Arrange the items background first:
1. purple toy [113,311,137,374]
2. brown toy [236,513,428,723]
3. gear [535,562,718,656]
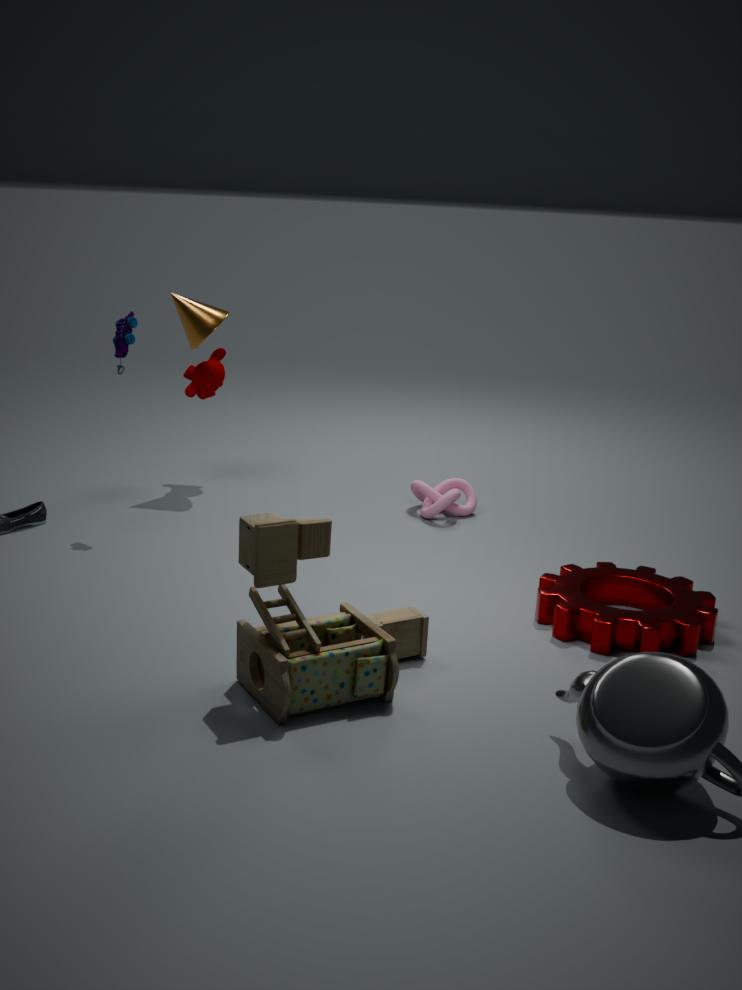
1. purple toy [113,311,137,374]
2. gear [535,562,718,656]
3. brown toy [236,513,428,723]
